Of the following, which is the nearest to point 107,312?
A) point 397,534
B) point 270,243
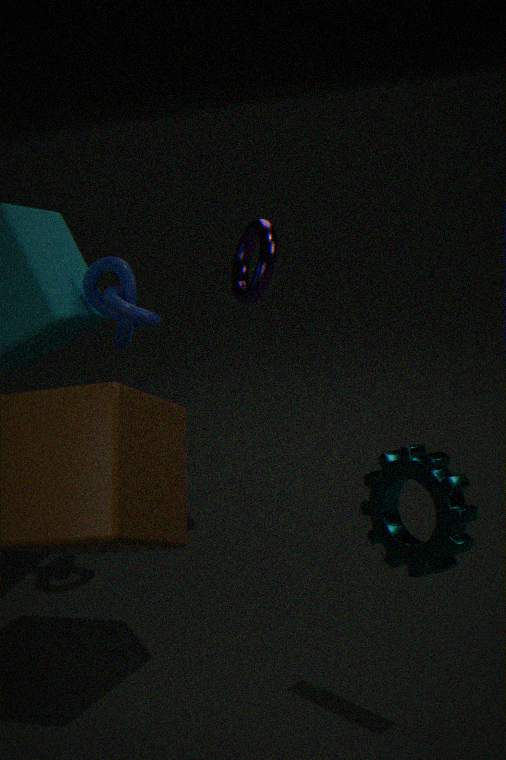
point 270,243
